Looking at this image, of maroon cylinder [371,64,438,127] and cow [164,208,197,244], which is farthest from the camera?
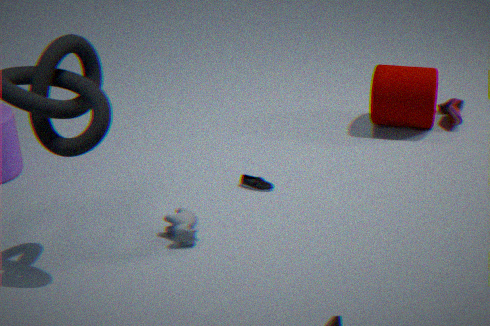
maroon cylinder [371,64,438,127]
